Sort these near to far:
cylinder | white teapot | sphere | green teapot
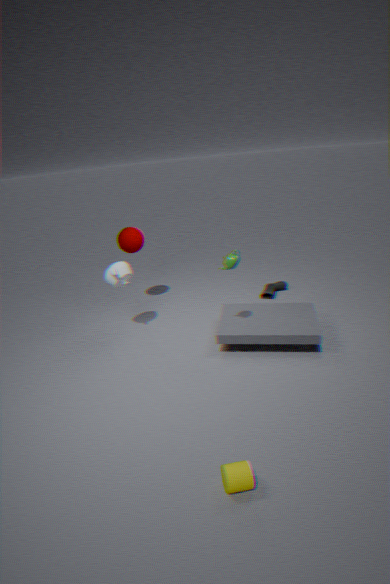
cylinder, green teapot, white teapot, sphere
